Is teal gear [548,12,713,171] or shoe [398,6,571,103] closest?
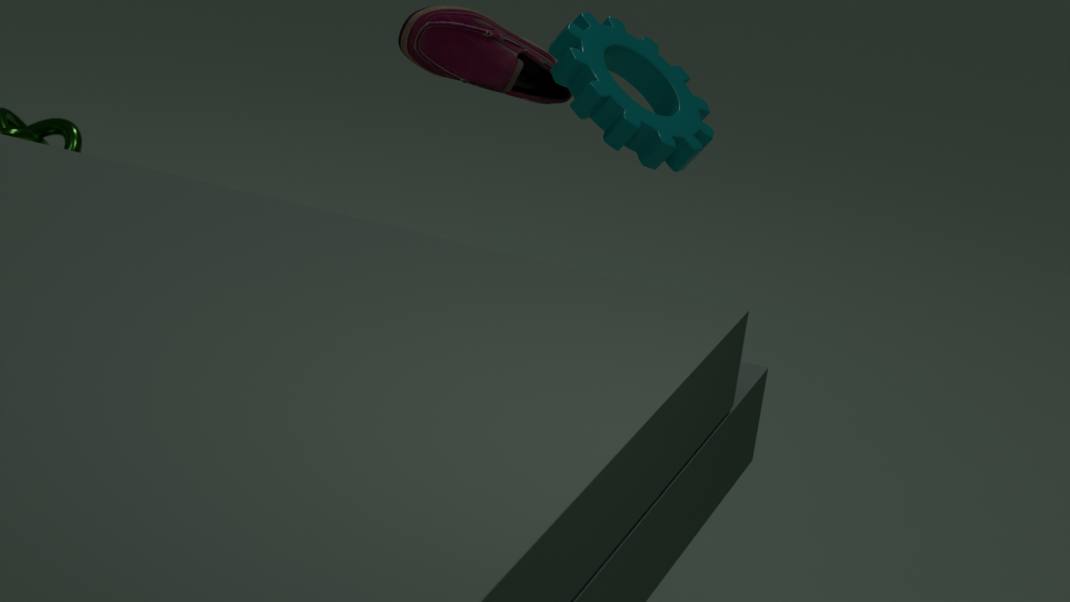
teal gear [548,12,713,171]
